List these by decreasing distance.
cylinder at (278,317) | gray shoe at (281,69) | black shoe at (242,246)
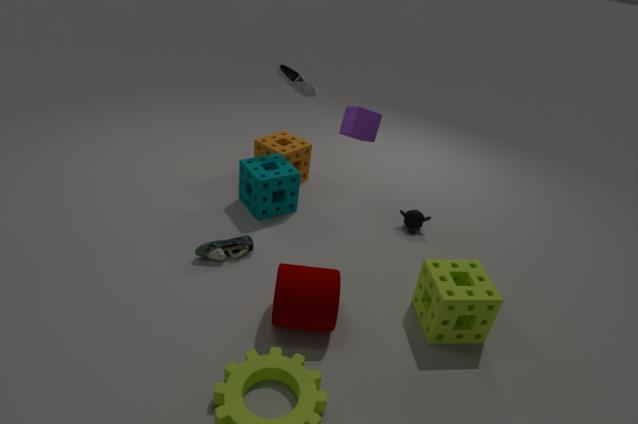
gray shoe at (281,69) < black shoe at (242,246) < cylinder at (278,317)
